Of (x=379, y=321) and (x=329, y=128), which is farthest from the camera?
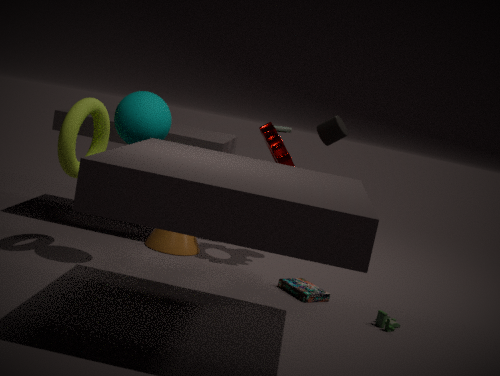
(x=329, y=128)
